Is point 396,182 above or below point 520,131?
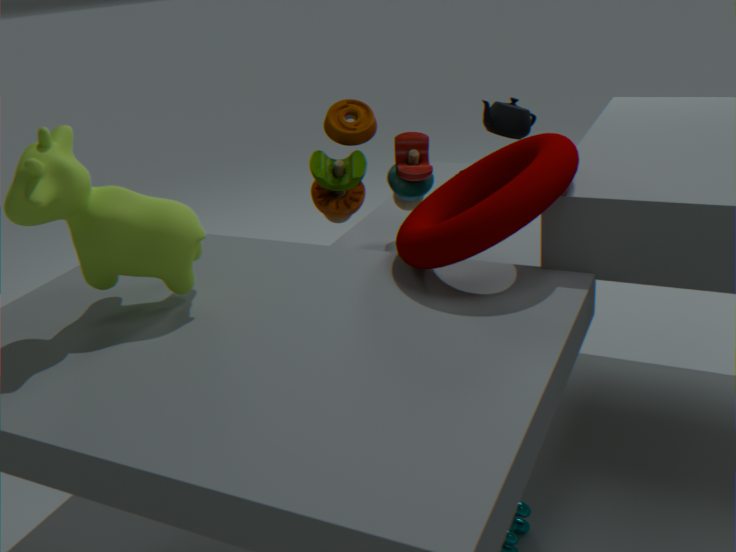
below
